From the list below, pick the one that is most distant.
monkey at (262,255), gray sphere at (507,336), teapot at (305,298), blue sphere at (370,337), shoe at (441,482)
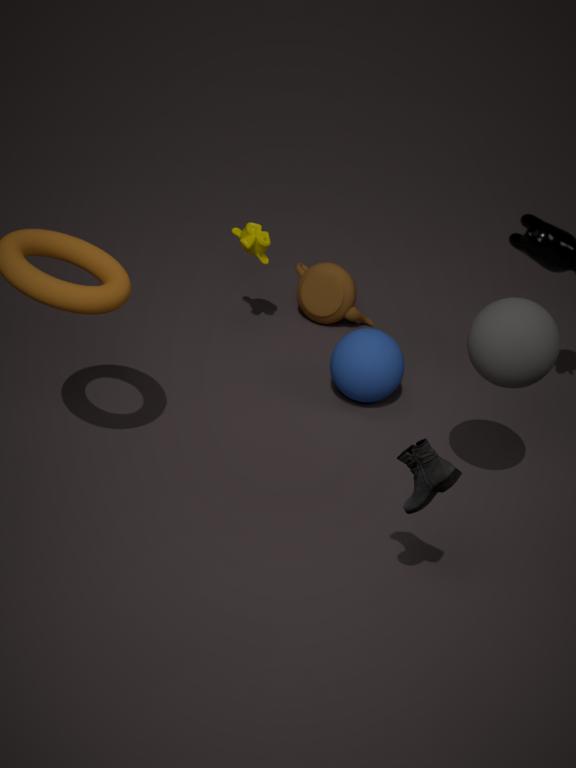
teapot at (305,298)
